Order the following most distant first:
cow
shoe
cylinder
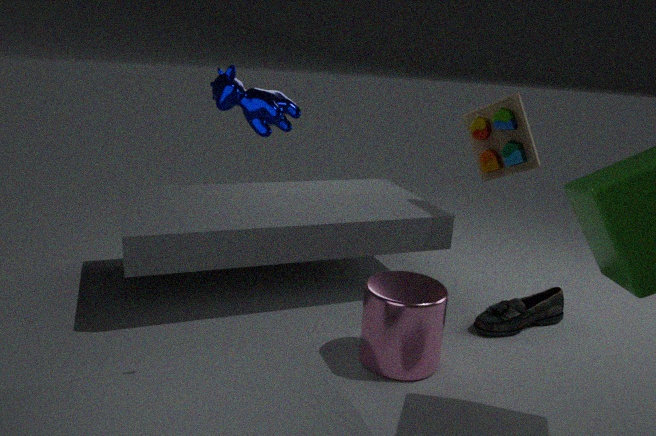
shoe, cylinder, cow
